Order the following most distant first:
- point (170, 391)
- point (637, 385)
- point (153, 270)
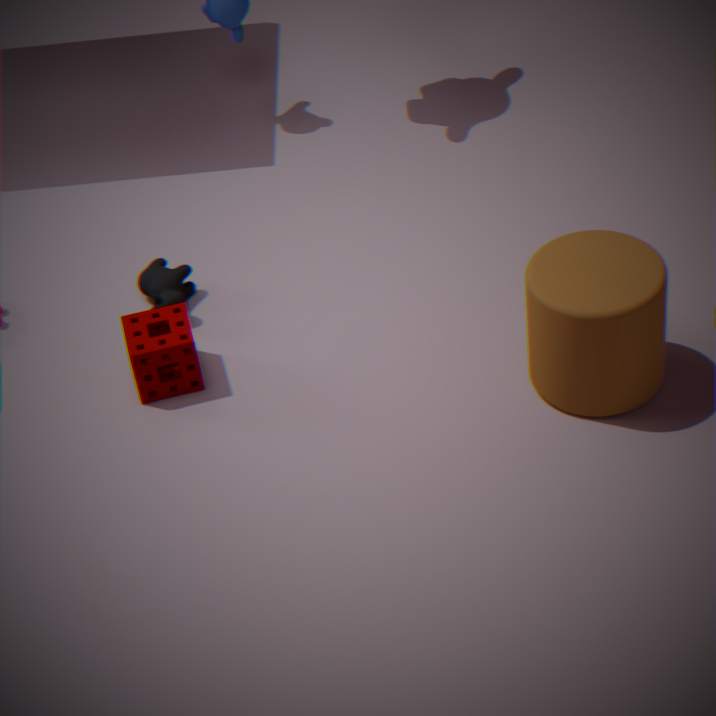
point (153, 270), point (170, 391), point (637, 385)
